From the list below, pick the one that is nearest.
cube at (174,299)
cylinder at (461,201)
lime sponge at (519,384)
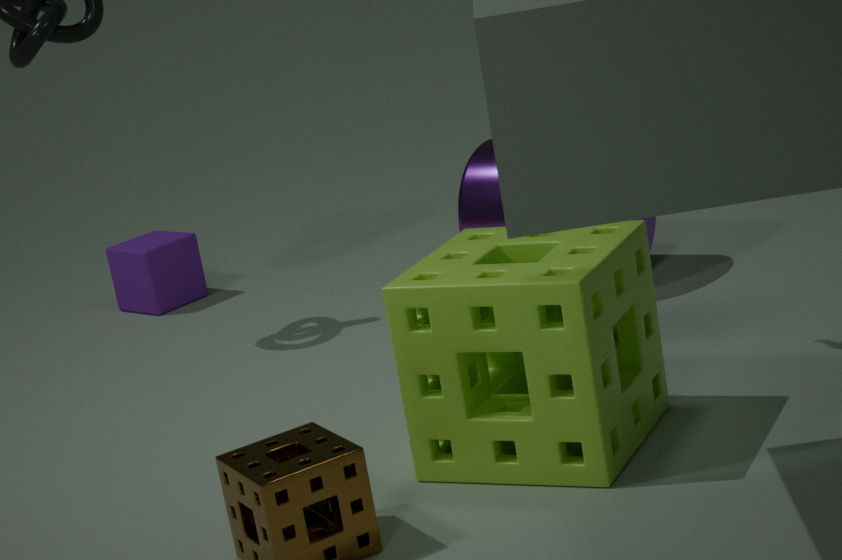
lime sponge at (519,384)
